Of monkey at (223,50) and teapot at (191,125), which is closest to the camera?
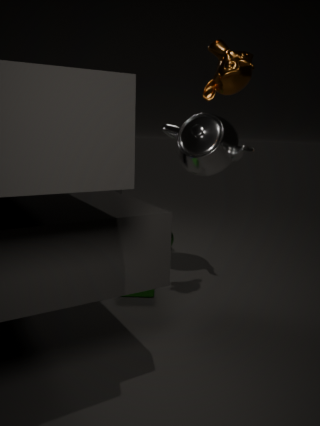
monkey at (223,50)
